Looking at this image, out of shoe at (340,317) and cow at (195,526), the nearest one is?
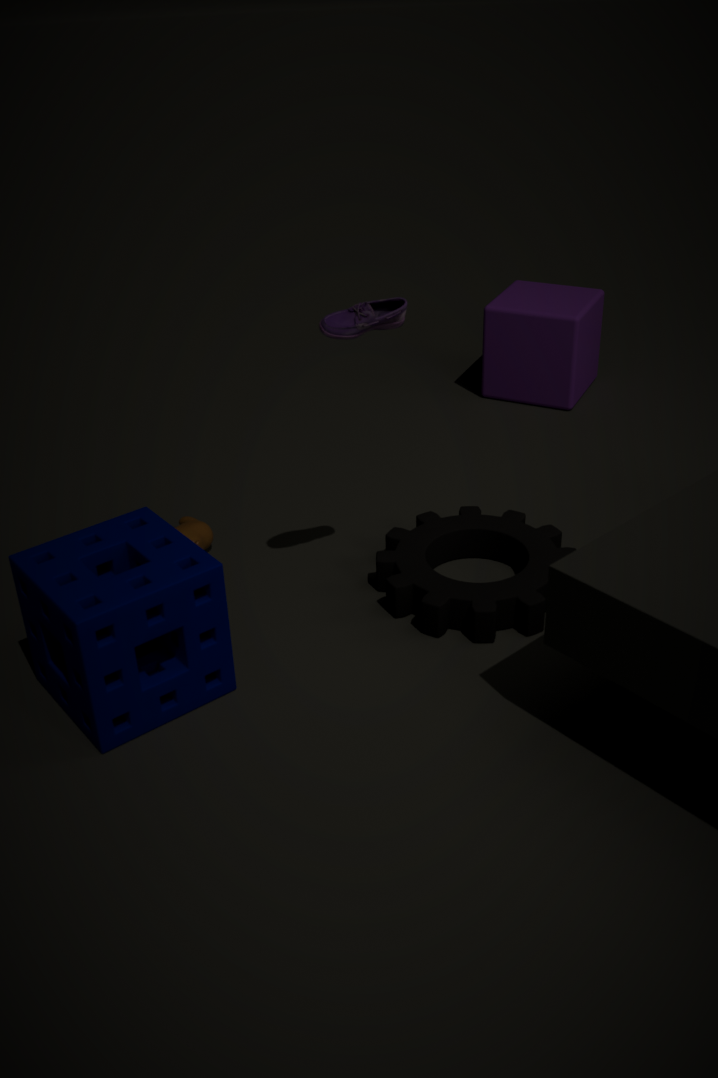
shoe at (340,317)
